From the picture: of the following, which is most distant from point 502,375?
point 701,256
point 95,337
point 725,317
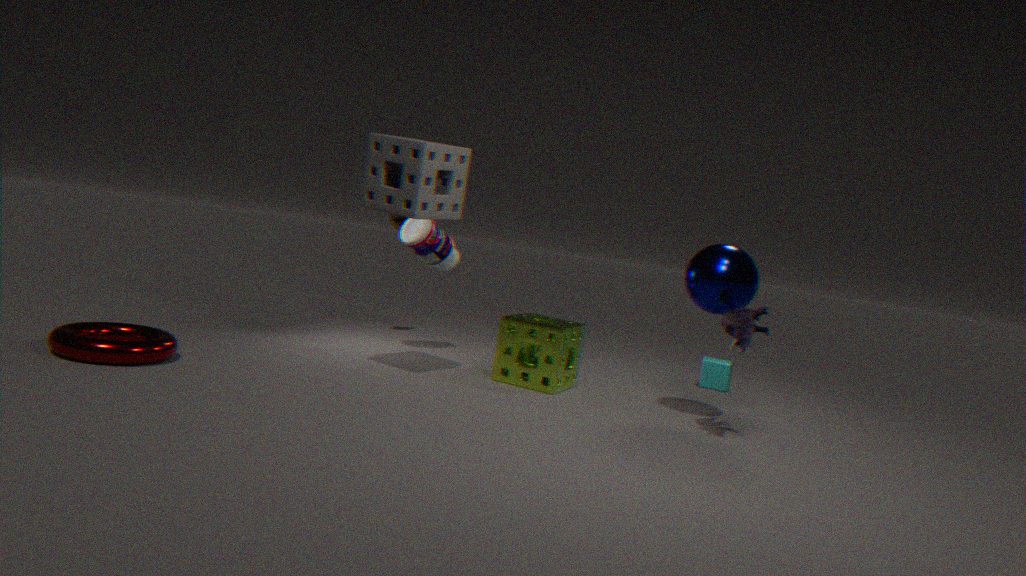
point 95,337
